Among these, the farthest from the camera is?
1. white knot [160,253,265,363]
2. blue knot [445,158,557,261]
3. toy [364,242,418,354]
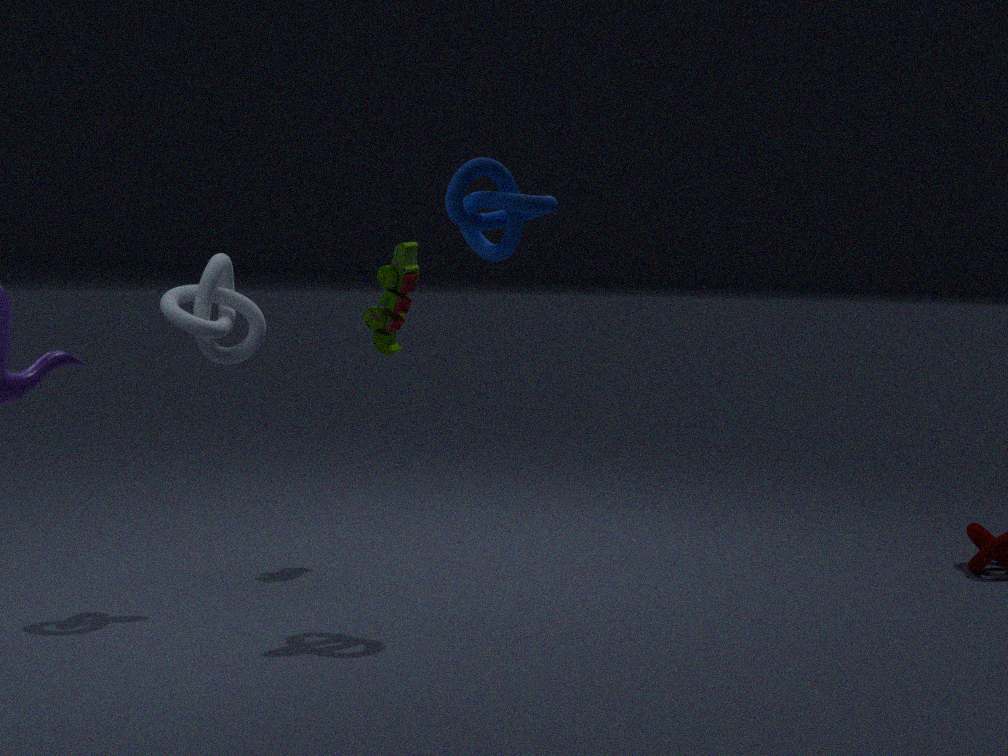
toy [364,242,418,354]
